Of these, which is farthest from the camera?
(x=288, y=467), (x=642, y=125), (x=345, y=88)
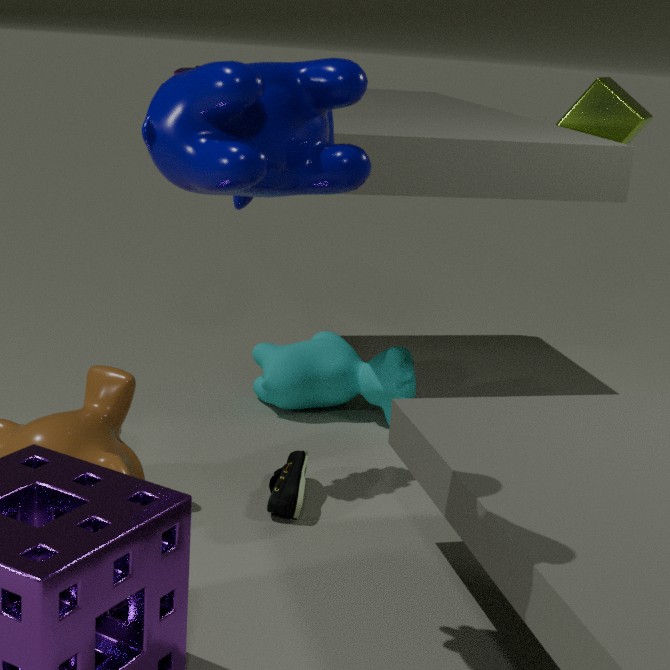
(x=642, y=125)
